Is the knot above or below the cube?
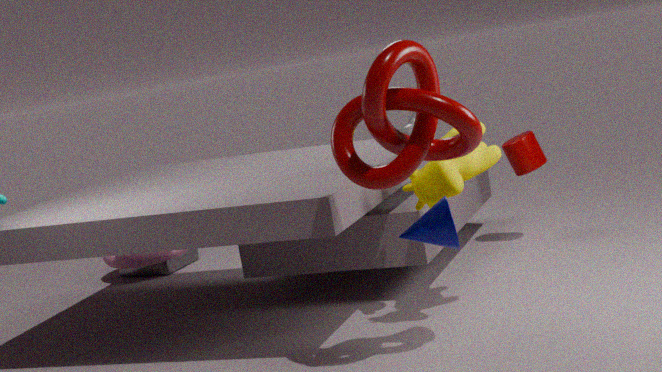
above
